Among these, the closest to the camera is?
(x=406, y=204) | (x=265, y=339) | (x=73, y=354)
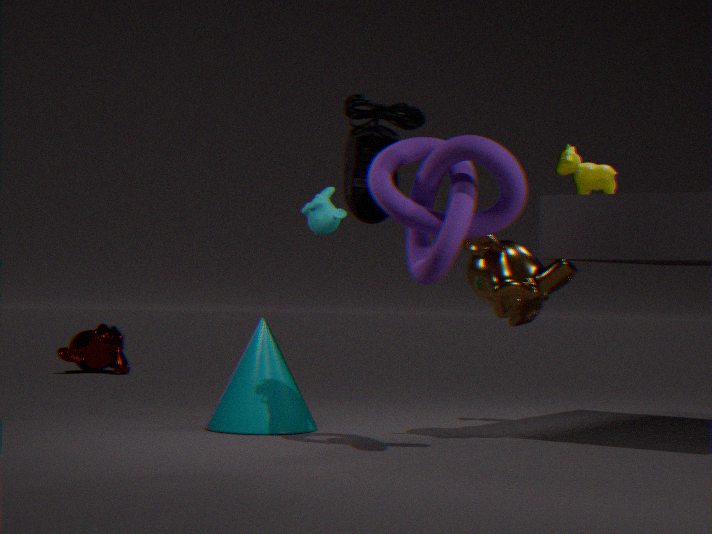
(x=406, y=204)
